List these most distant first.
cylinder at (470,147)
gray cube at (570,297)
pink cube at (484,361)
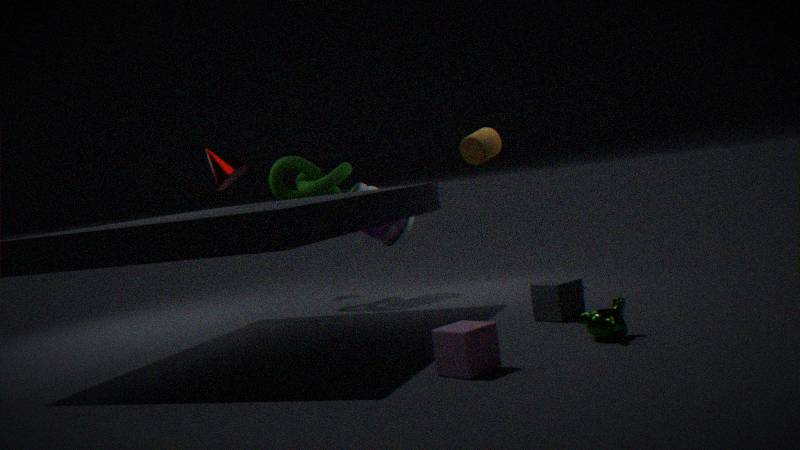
1. cylinder at (470,147)
2. gray cube at (570,297)
3. pink cube at (484,361)
